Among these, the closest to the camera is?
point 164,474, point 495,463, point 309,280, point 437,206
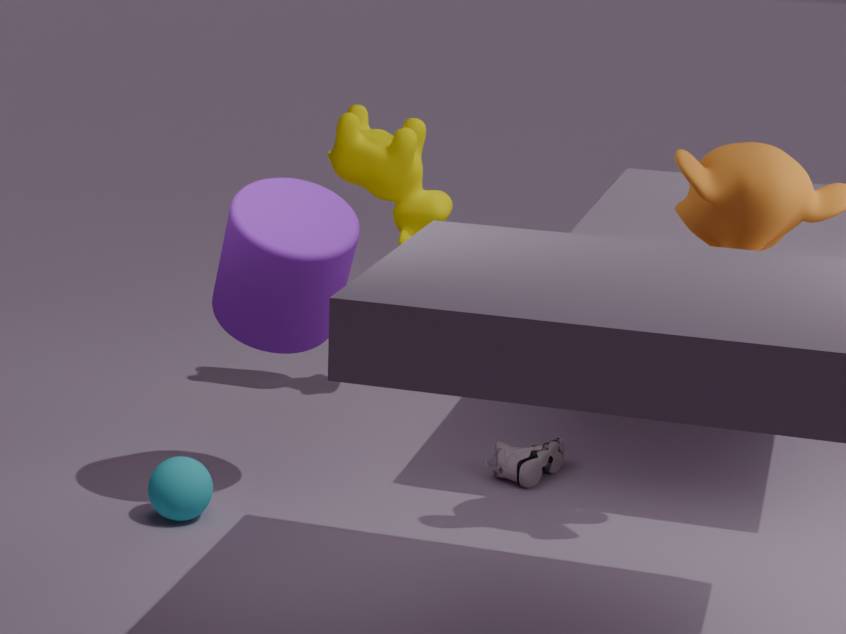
point 309,280
